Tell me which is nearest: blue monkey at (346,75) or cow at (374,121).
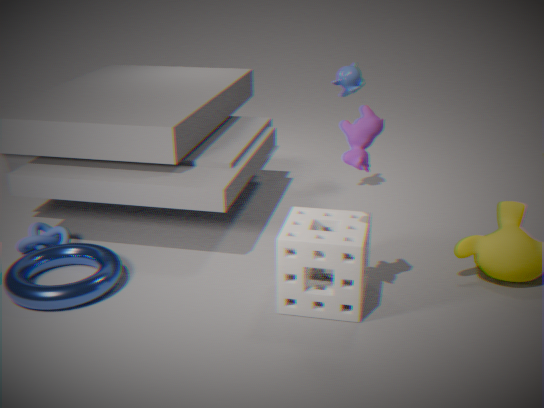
cow at (374,121)
